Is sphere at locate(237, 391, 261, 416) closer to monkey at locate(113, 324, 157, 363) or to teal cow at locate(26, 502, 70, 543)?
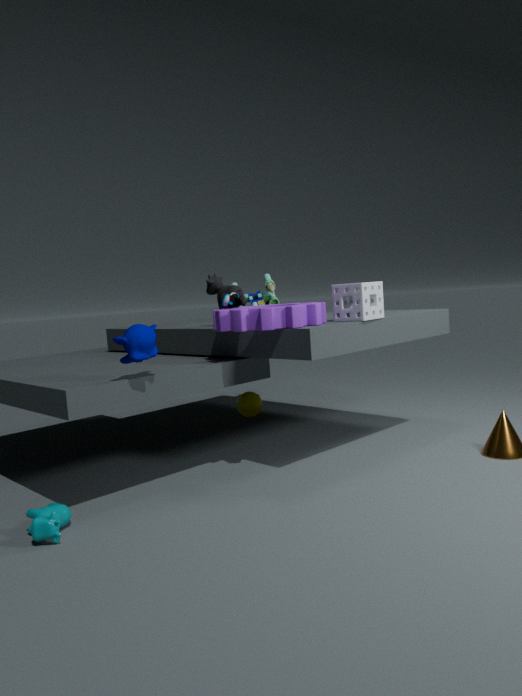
monkey at locate(113, 324, 157, 363)
